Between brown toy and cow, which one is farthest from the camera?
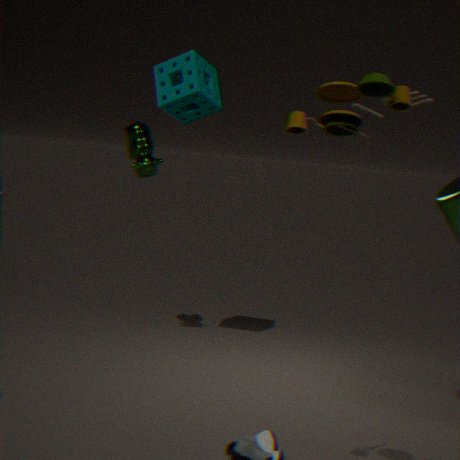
cow
